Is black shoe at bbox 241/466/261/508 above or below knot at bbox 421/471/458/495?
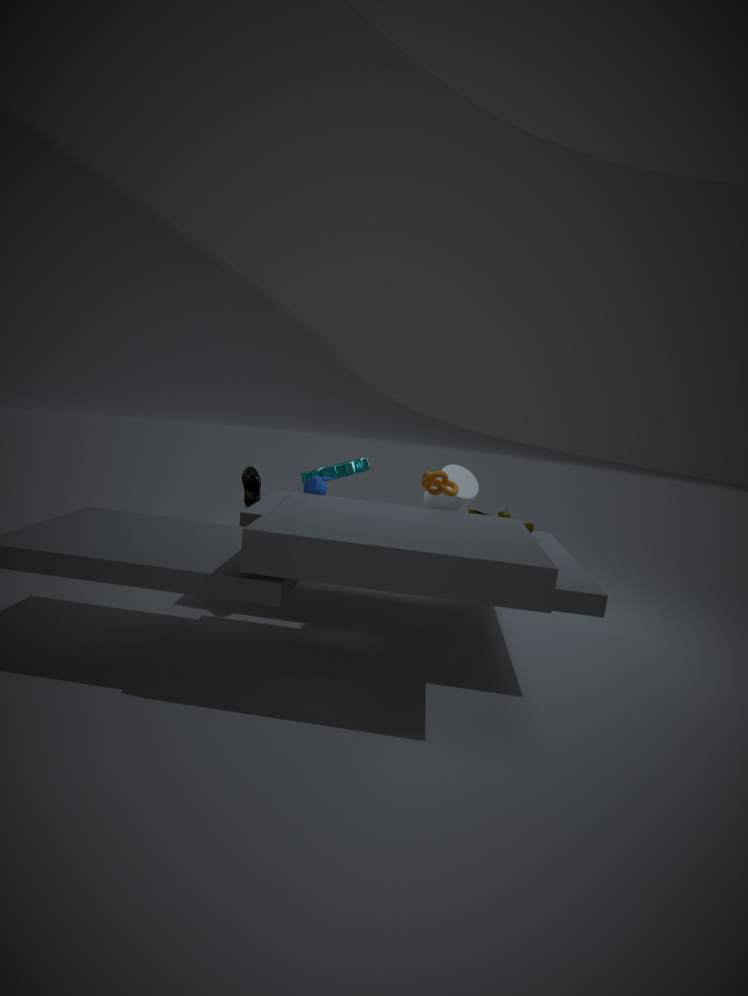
below
